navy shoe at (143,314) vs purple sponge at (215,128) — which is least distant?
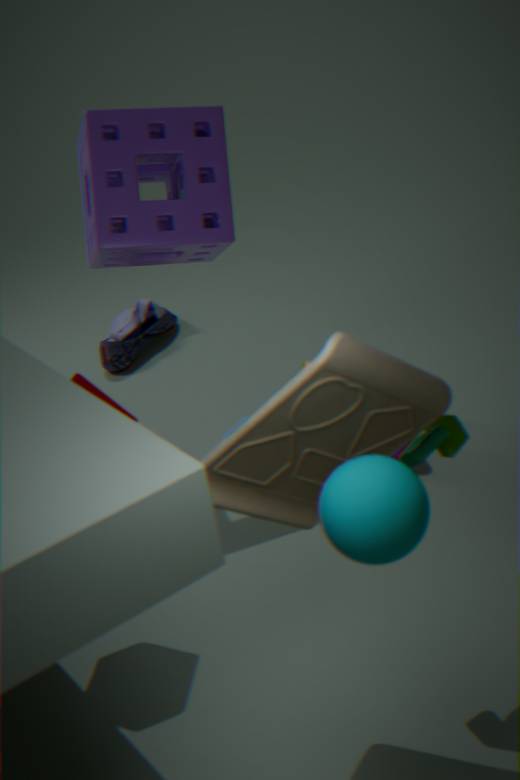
purple sponge at (215,128)
